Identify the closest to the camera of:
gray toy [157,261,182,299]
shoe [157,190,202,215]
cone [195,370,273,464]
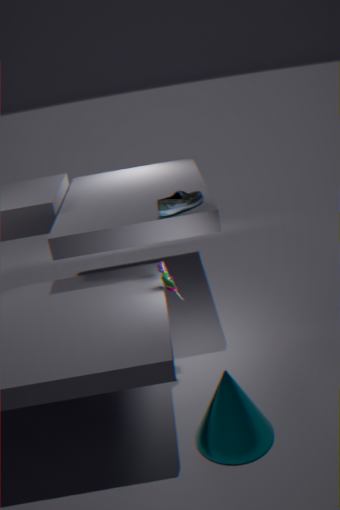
cone [195,370,273,464]
